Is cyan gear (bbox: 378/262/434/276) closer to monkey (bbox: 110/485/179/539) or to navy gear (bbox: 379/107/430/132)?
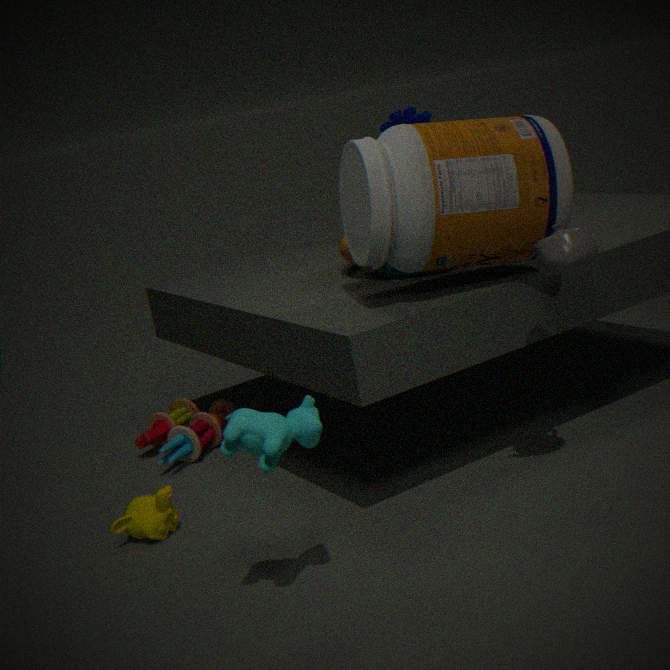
navy gear (bbox: 379/107/430/132)
